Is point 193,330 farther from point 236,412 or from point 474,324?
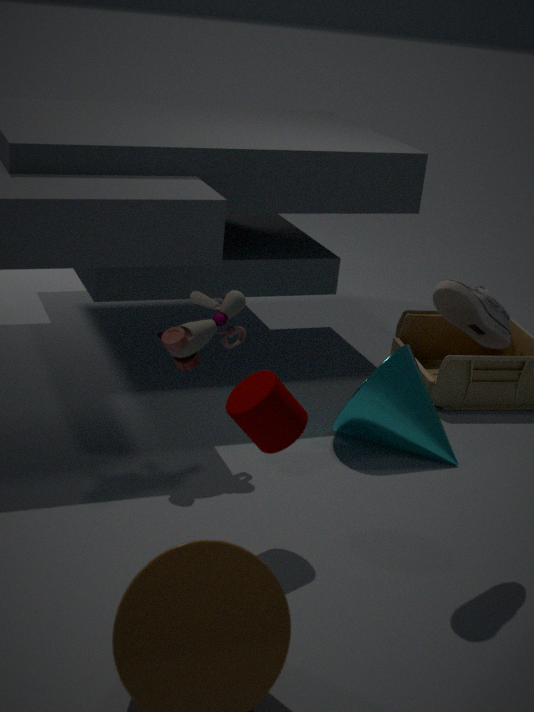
point 474,324
